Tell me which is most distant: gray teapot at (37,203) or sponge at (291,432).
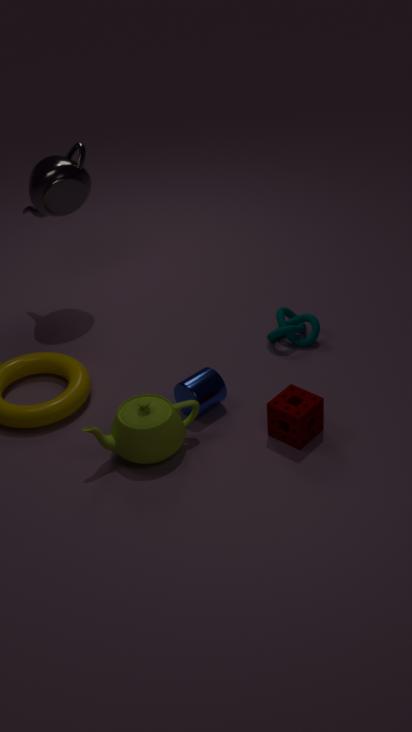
gray teapot at (37,203)
